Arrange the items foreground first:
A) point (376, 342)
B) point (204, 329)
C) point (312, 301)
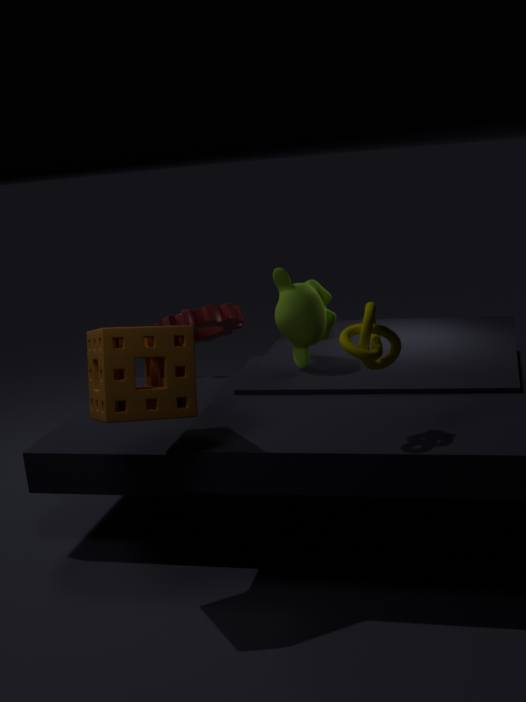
A. point (376, 342) < C. point (312, 301) < B. point (204, 329)
